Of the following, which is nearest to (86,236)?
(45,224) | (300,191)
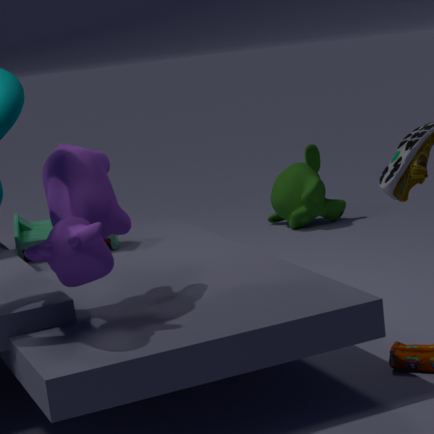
(45,224)
